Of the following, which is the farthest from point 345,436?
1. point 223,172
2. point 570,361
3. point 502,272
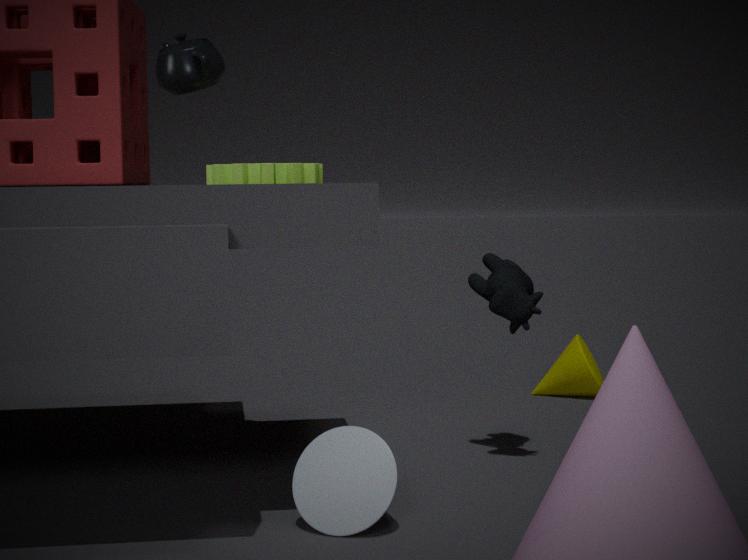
point 570,361
